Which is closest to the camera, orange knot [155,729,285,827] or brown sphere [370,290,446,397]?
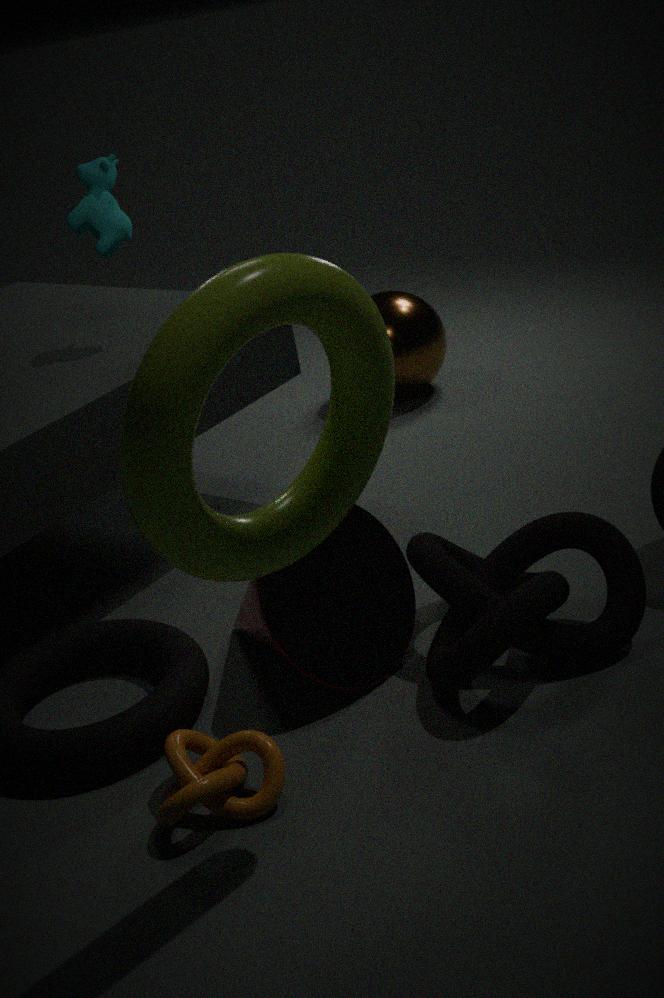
orange knot [155,729,285,827]
